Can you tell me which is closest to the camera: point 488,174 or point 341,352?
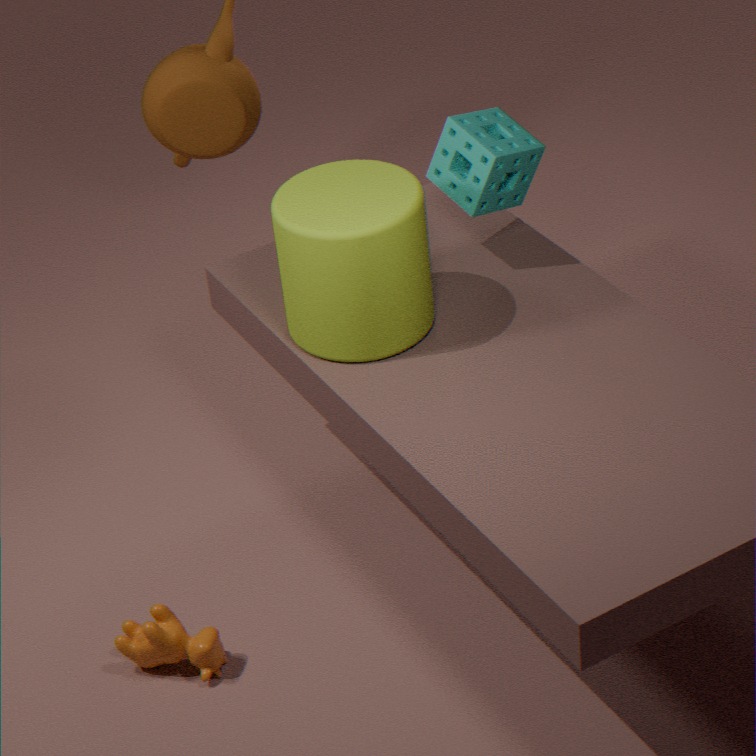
point 341,352
